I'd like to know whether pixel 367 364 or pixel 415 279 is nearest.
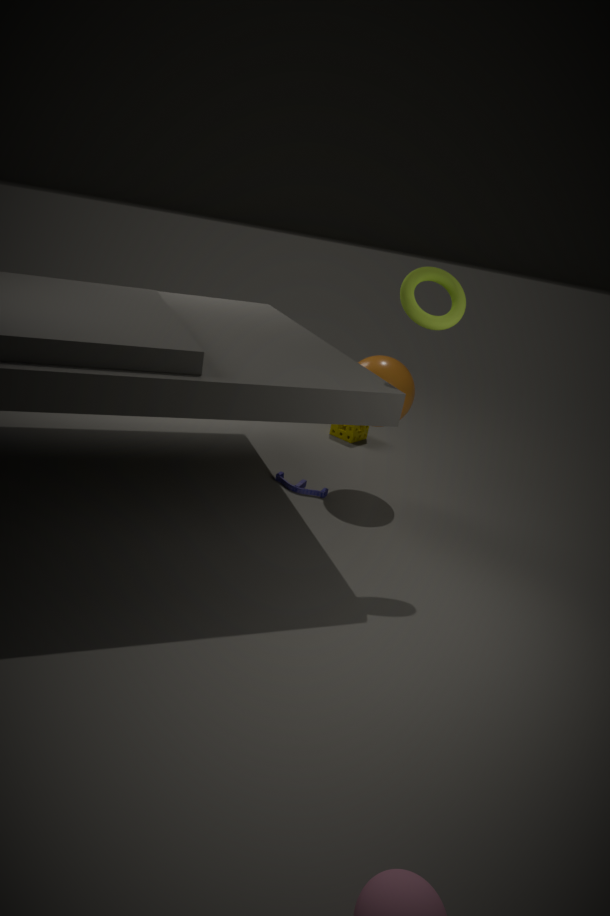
pixel 415 279
